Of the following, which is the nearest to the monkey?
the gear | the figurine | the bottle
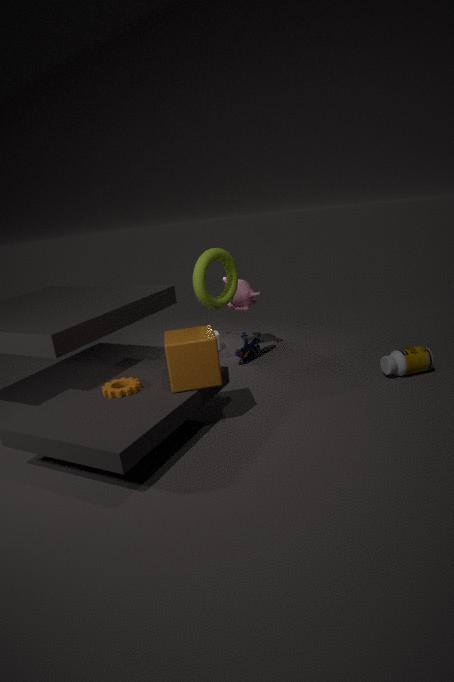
the figurine
